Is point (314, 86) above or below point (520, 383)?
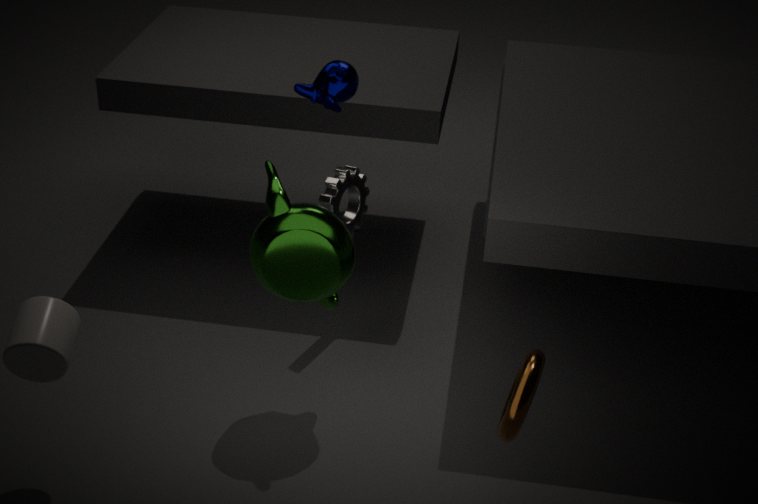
above
